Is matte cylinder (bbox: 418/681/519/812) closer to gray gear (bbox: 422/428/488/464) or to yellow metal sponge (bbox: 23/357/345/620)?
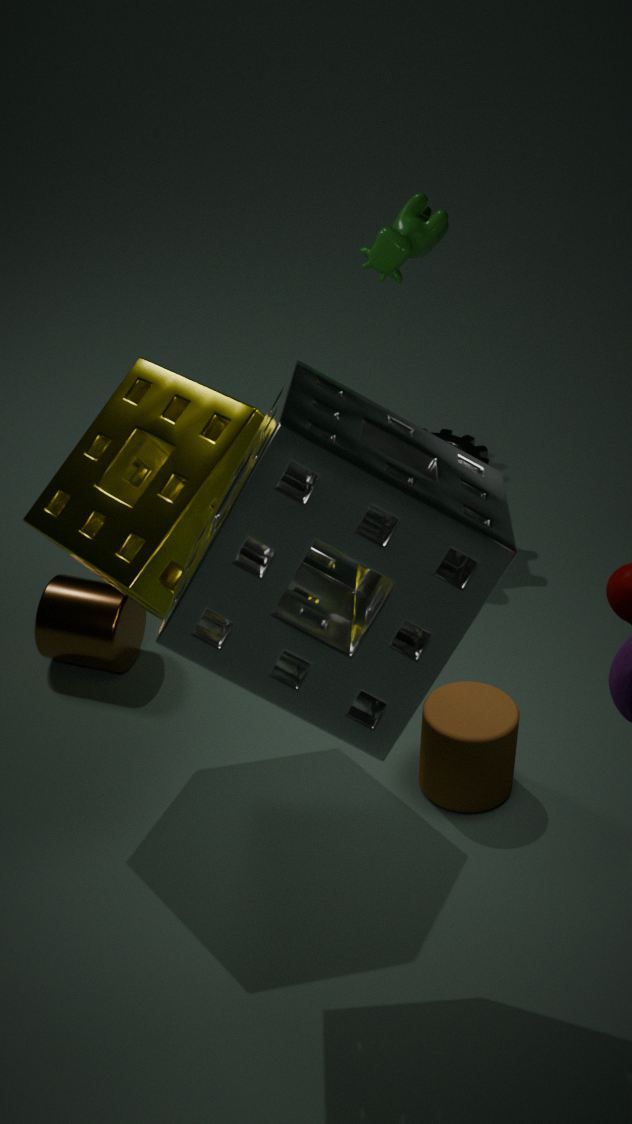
yellow metal sponge (bbox: 23/357/345/620)
